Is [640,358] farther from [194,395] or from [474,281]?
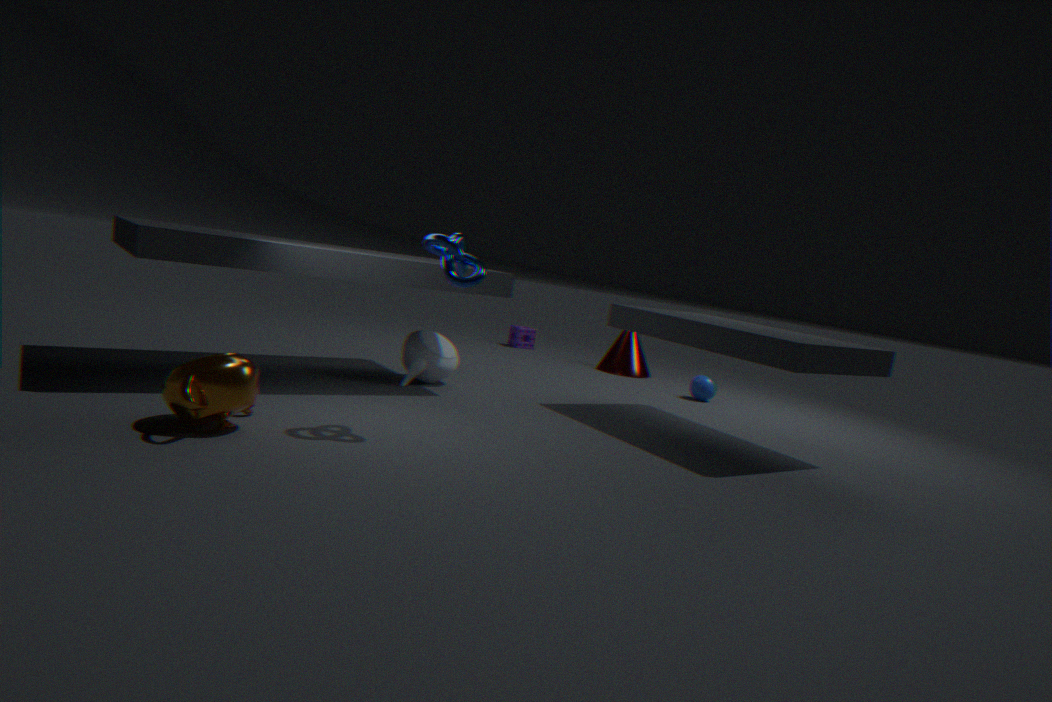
[194,395]
